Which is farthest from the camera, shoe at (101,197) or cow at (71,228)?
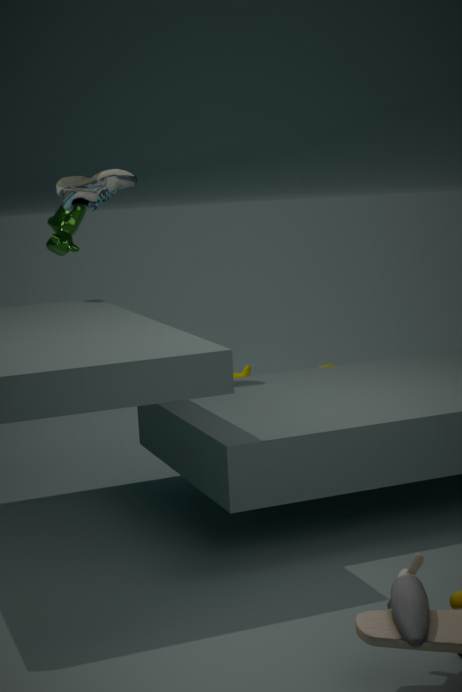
cow at (71,228)
